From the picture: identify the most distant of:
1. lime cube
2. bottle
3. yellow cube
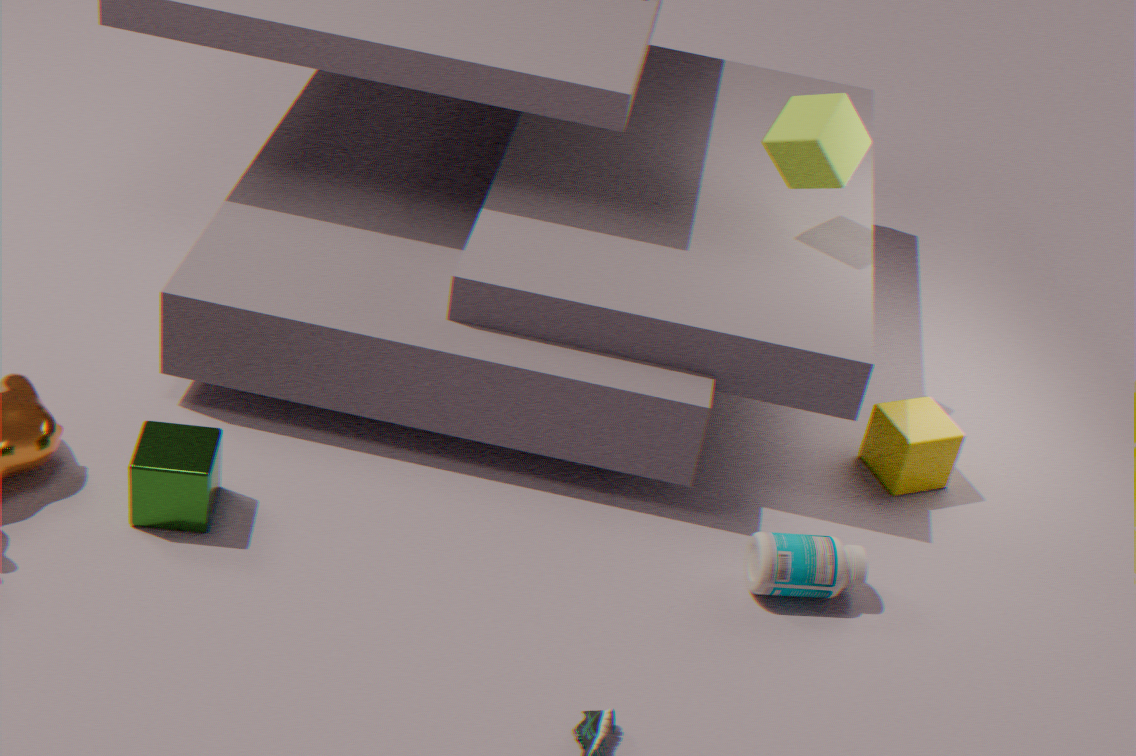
yellow cube
